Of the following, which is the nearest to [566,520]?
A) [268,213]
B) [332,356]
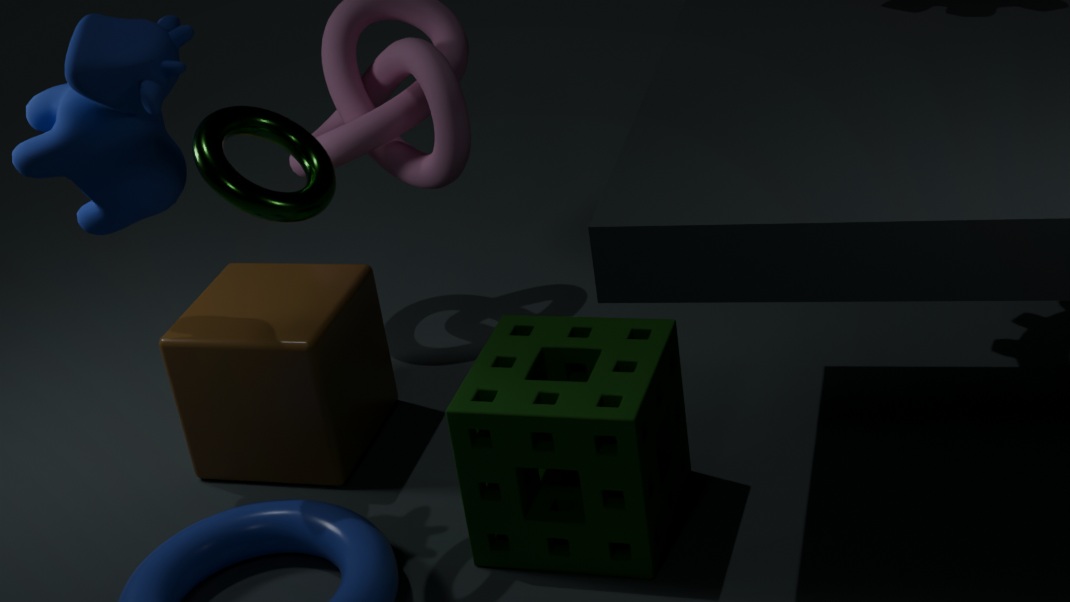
[332,356]
